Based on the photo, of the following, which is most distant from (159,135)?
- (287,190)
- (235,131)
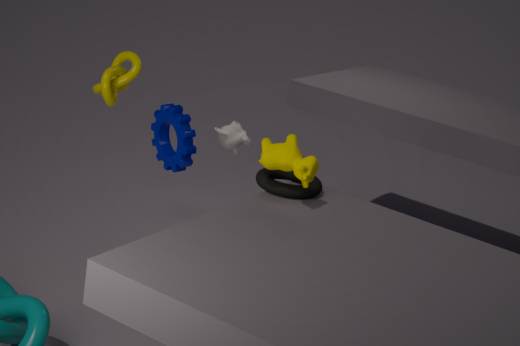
(235,131)
